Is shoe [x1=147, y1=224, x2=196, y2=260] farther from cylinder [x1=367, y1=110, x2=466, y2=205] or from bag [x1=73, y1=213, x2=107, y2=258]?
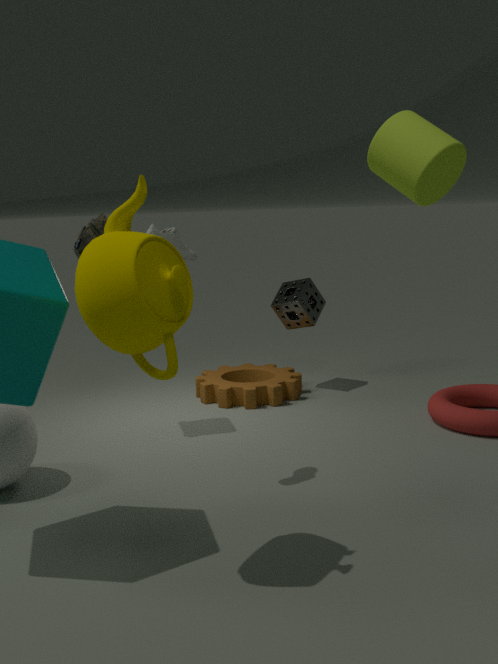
cylinder [x1=367, y1=110, x2=466, y2=205]
